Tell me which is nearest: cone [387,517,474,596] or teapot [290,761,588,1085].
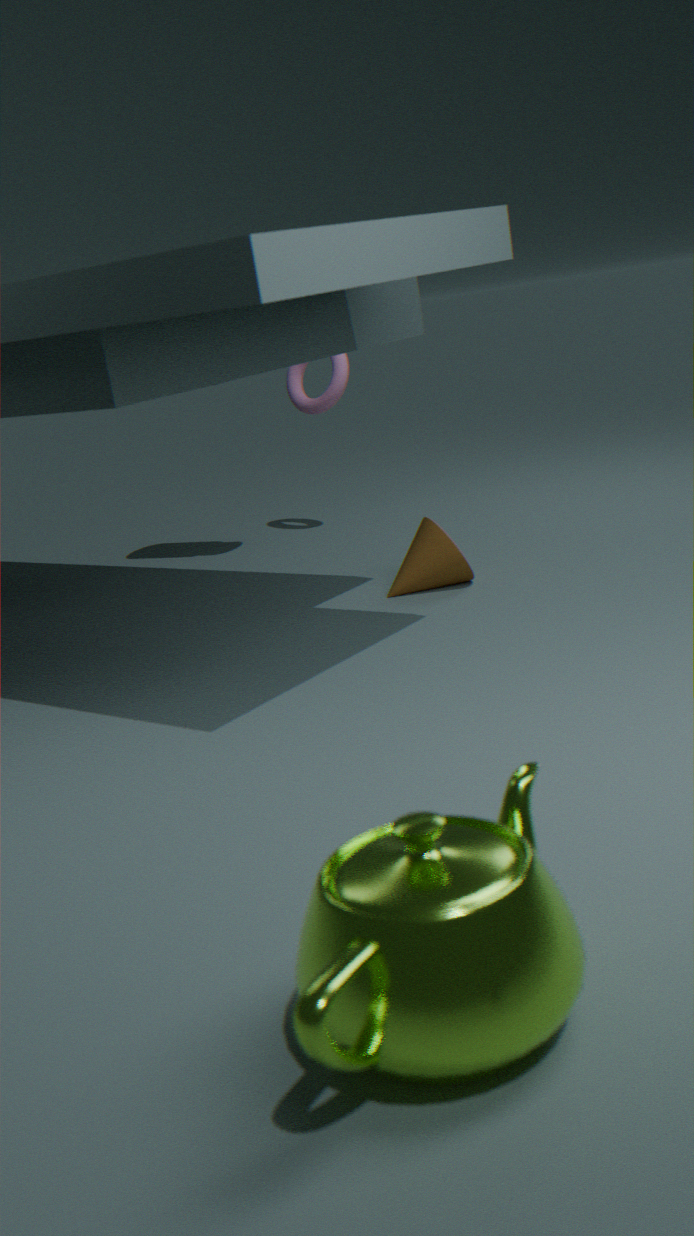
teapot [290,761,588,1085]
